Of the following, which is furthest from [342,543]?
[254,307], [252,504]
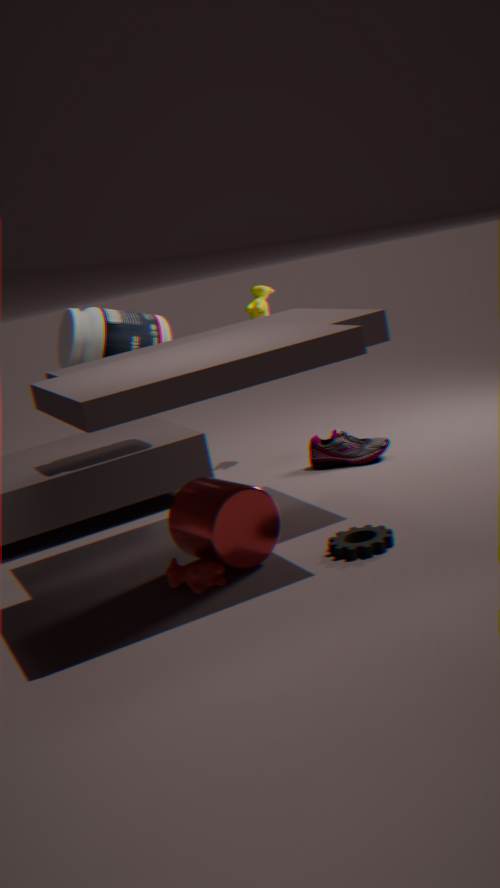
[254,307]
